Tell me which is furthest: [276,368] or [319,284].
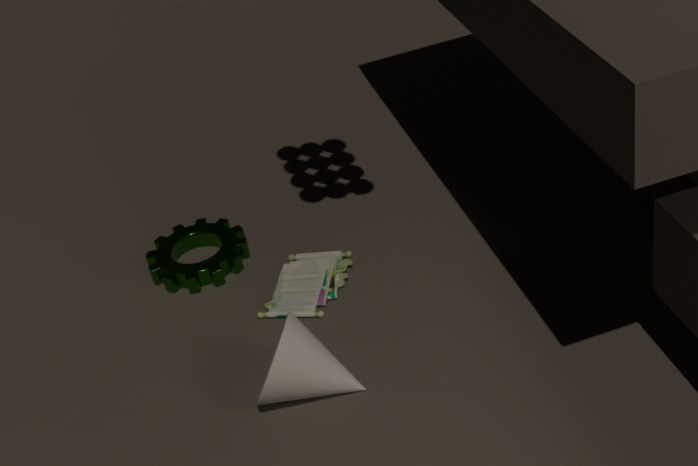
[319,284]
